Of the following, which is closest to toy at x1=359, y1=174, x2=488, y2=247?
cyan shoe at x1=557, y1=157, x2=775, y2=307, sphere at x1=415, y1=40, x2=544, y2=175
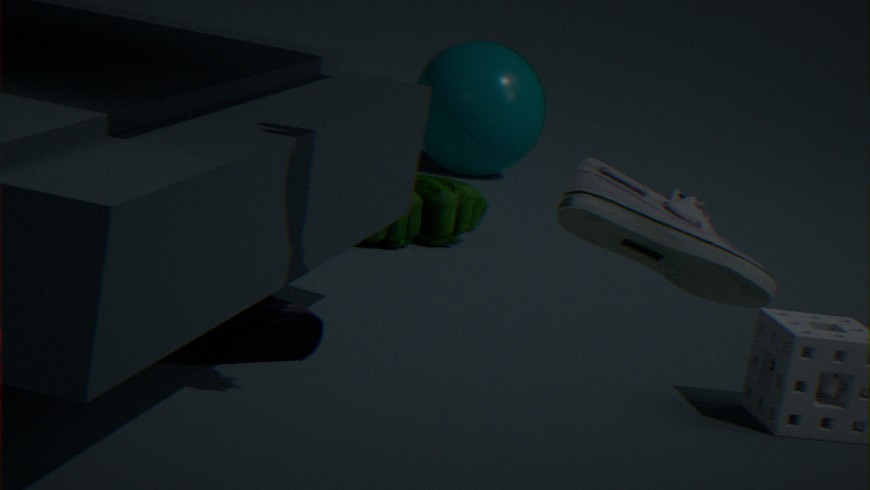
sphere at x1=415, y1=40, x2=544, y2=175
